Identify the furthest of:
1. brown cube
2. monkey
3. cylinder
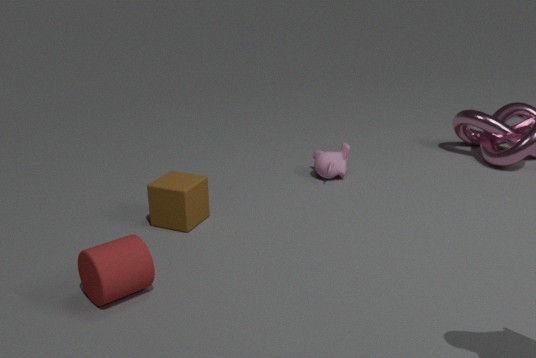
monkey
